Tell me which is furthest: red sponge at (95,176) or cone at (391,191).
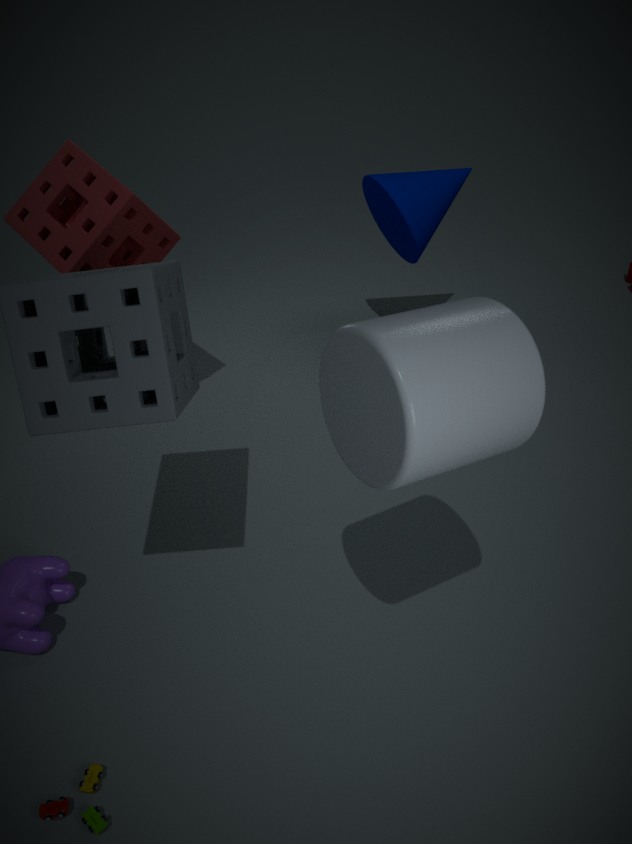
cone at (391,191)
